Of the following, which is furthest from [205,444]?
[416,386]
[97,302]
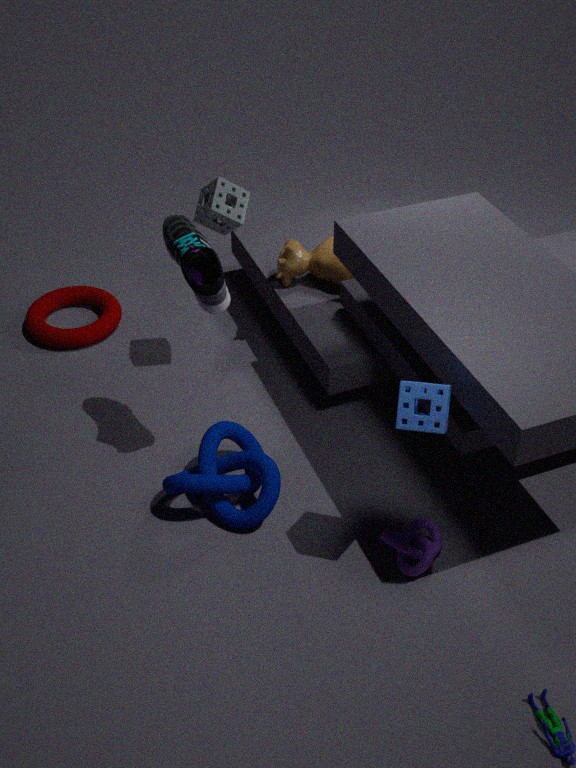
[97,302]
